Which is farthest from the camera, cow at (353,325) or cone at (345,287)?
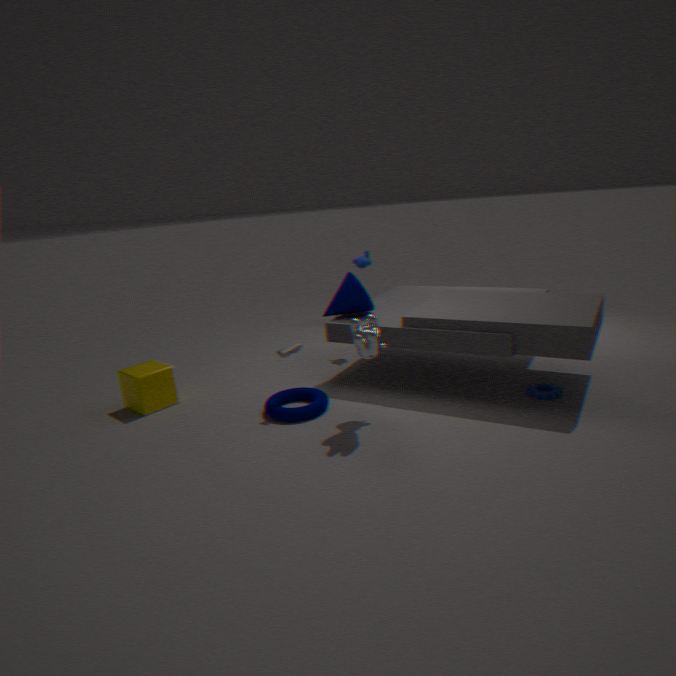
cone at (345,287)
